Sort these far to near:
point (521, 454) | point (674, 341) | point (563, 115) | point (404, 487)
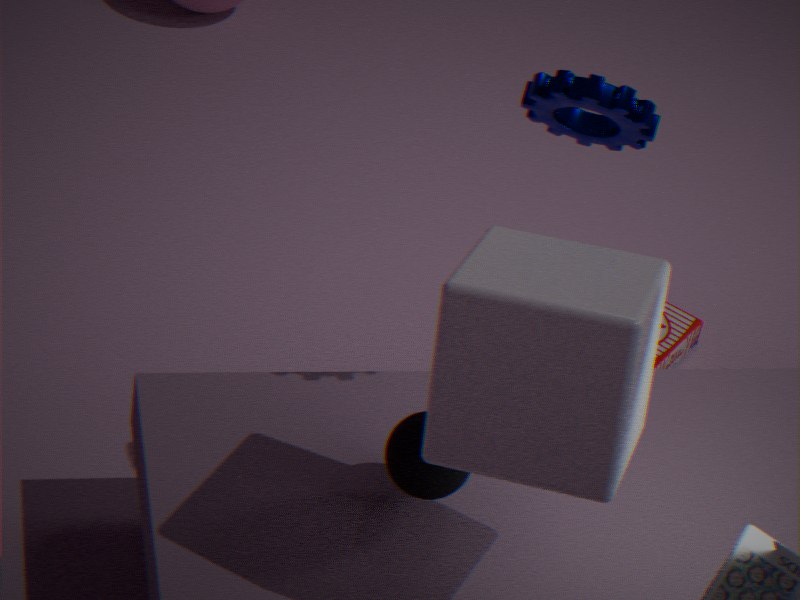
point (674, 341) → point (563, 115) → point (404, 487) → point (521, 454)
